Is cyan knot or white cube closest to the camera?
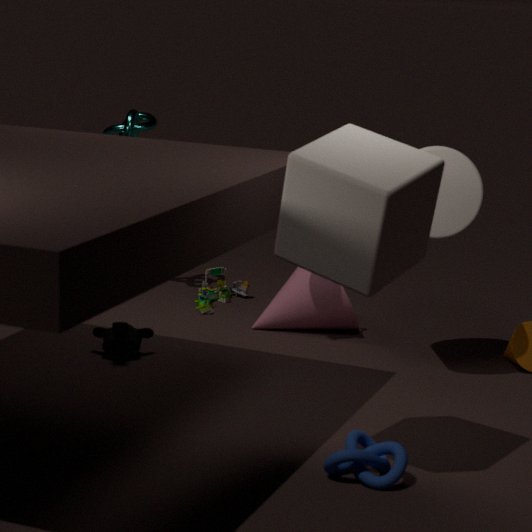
white cube
